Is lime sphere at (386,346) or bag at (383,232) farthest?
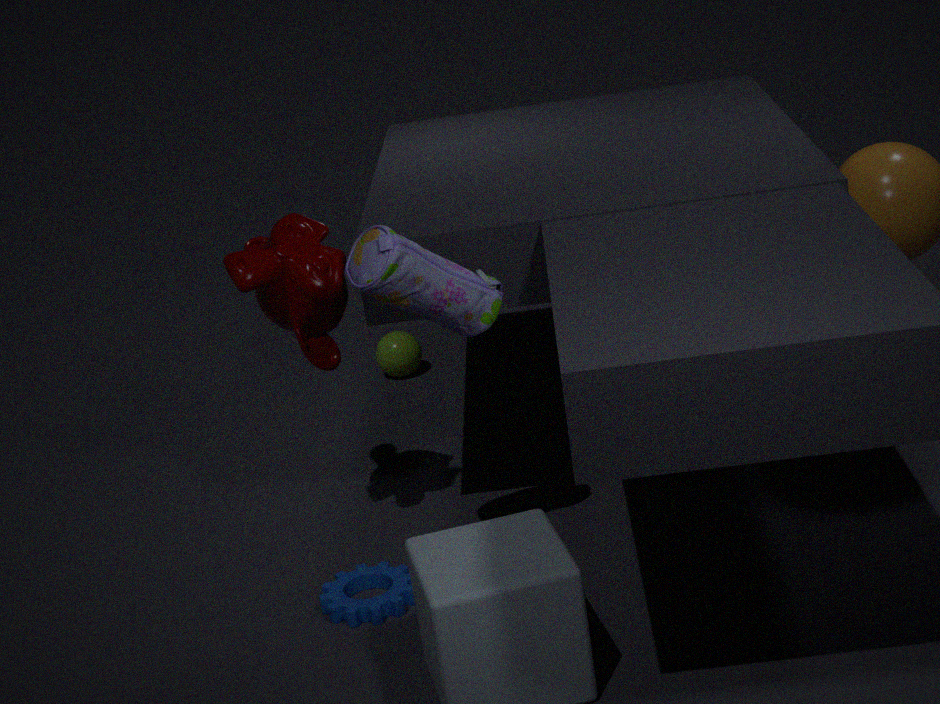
lime sphere at (386,346)
